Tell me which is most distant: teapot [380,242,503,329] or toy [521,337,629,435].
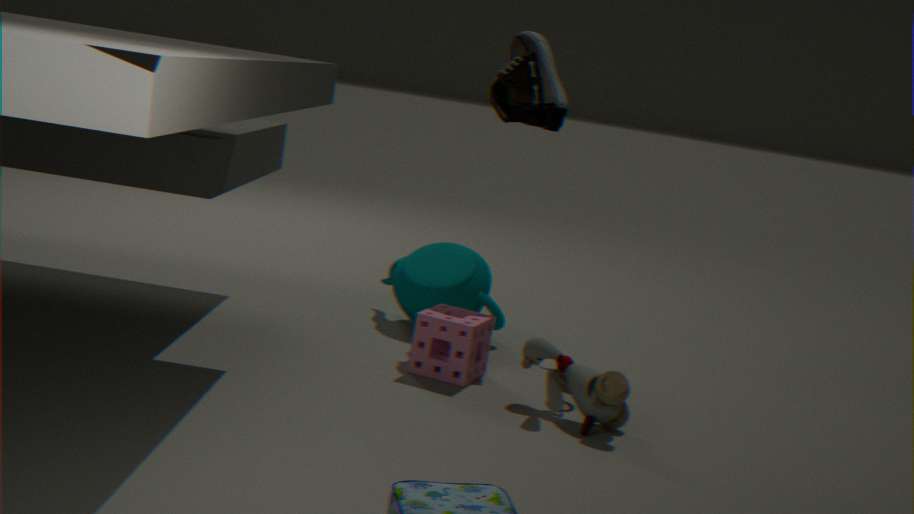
teapot [380,242,503,329]
